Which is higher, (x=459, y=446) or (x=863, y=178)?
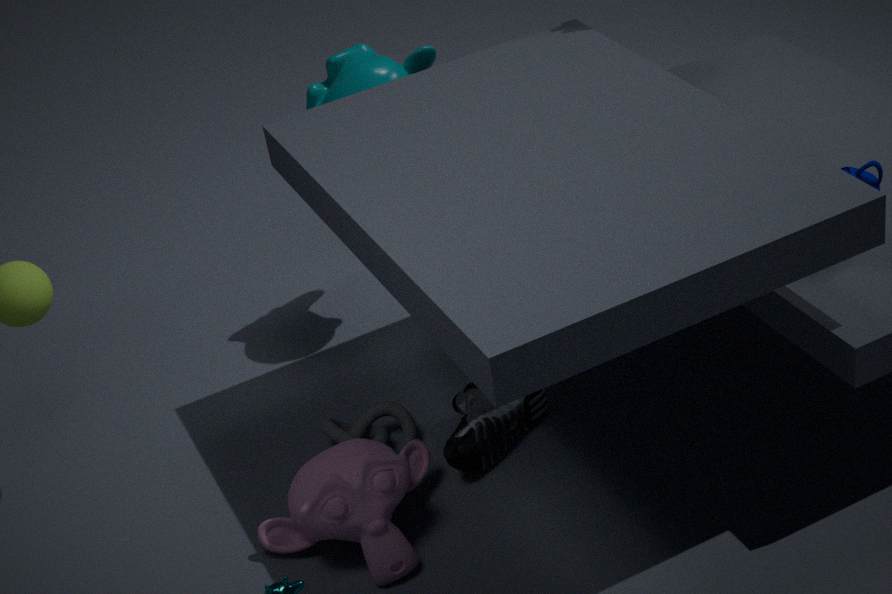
(x=863, y=178)
